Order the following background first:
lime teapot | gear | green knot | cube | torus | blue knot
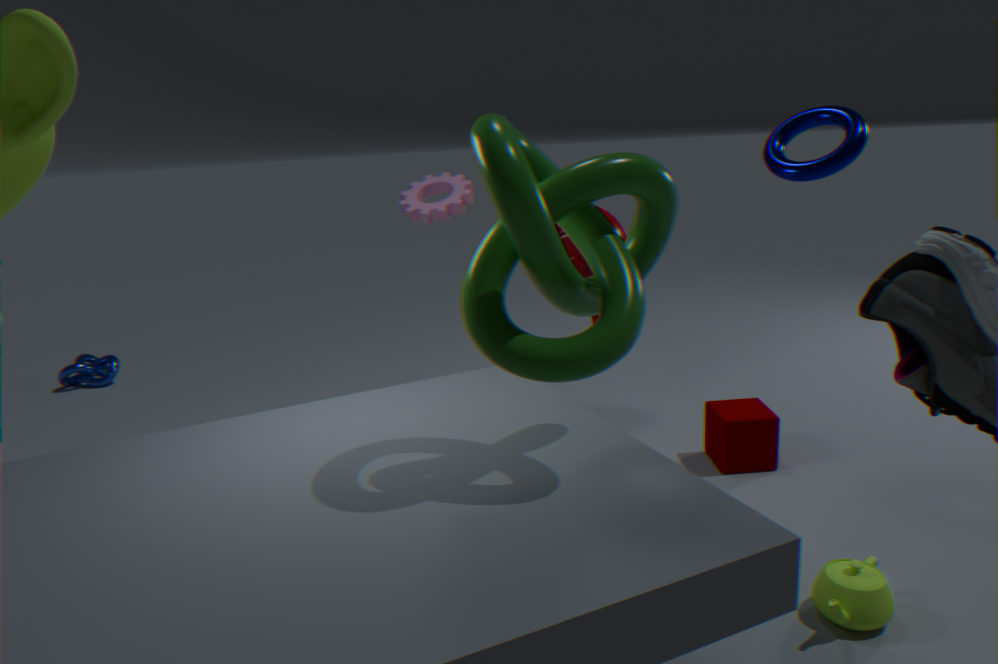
blue knot, gear, cube, torus, lime teapot, green knot
